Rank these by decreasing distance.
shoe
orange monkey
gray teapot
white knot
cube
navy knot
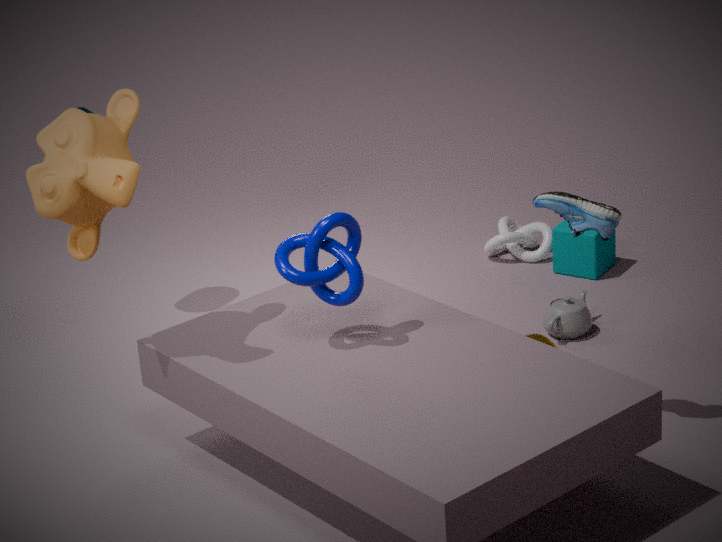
white knot < cube < gray teapot < navy knot < shoe < orange monkey
